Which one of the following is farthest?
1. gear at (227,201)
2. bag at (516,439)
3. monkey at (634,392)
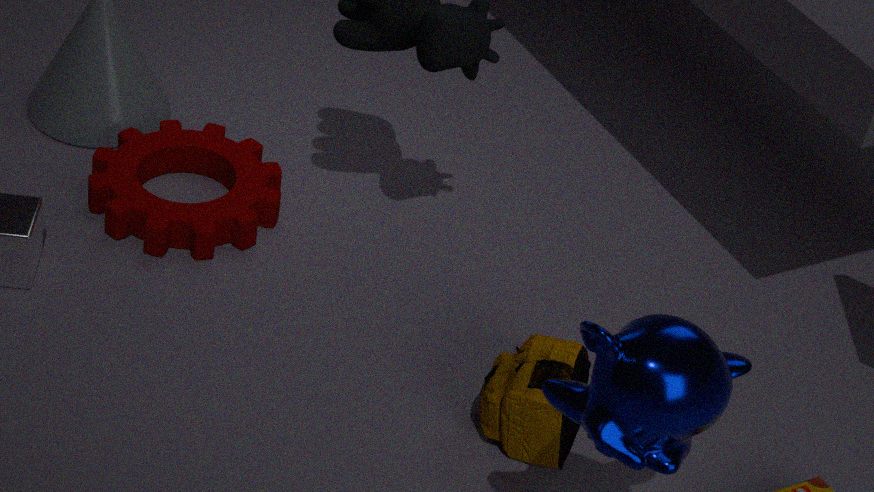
gear at (227,201)
